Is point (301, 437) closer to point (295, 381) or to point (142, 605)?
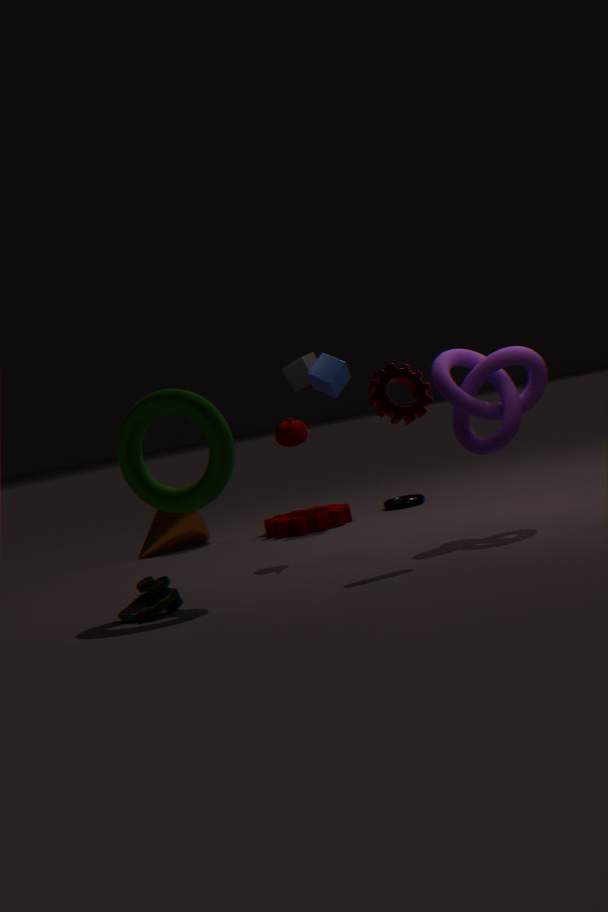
point (142, 605)
